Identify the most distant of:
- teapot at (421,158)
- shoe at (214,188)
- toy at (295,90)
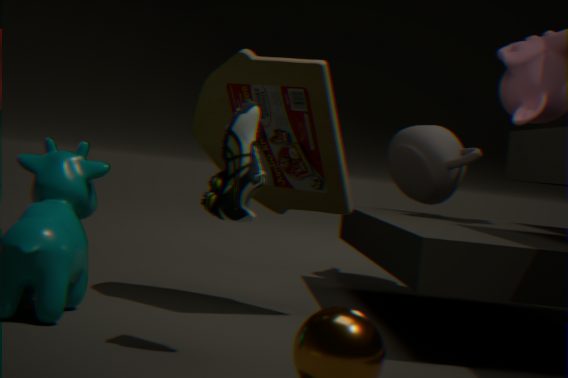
teapot at (421,158)
